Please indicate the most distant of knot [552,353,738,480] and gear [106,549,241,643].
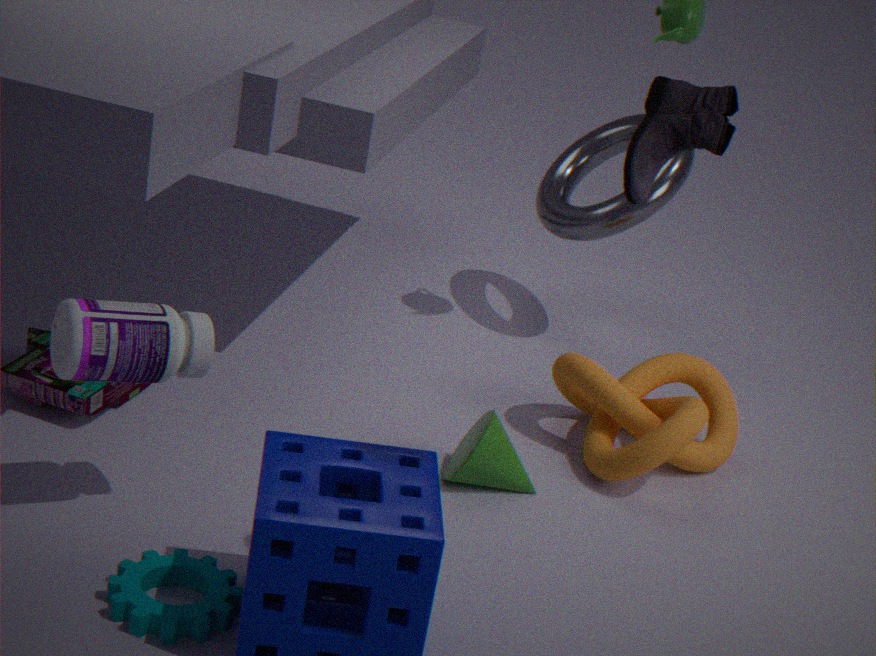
knot [552,353,738,480]
